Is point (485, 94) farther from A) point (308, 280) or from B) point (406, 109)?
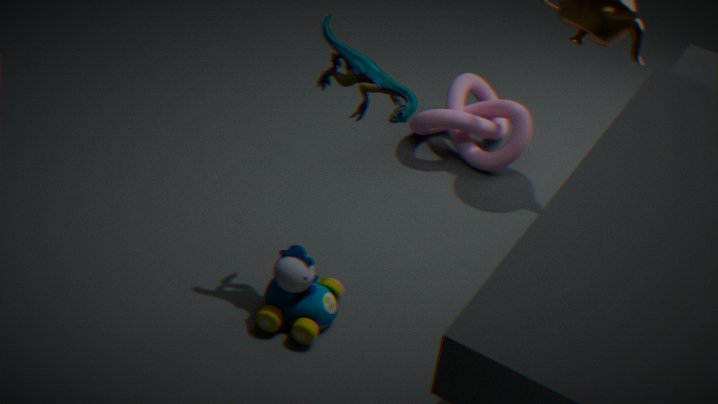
A) point (308, 280)
